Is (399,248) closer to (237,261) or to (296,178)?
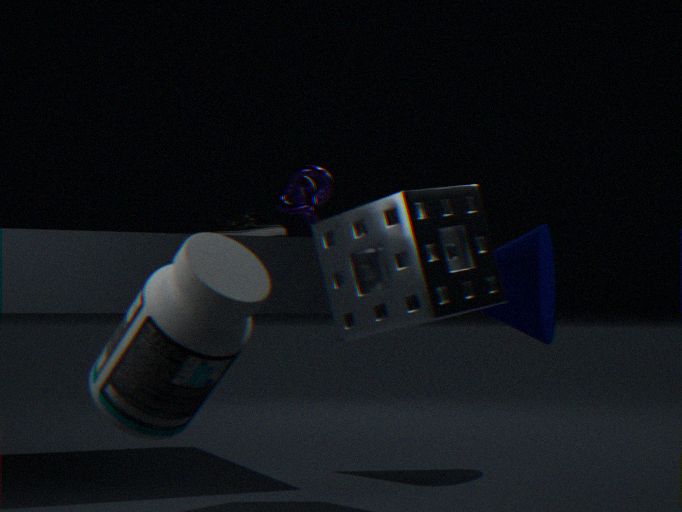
Answer: (237,261)
